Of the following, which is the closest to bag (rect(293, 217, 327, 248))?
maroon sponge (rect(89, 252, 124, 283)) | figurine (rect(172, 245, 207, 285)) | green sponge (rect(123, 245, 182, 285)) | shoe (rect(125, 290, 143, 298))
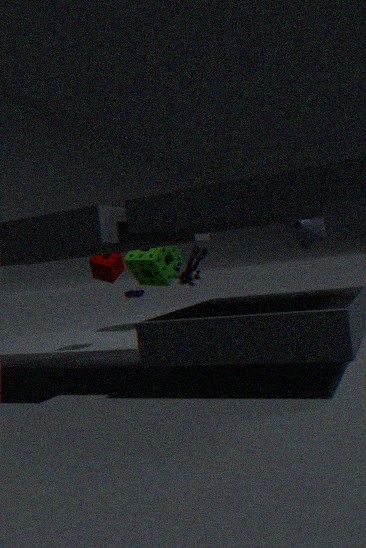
figurine (rect(172, 245, 207, 285))
